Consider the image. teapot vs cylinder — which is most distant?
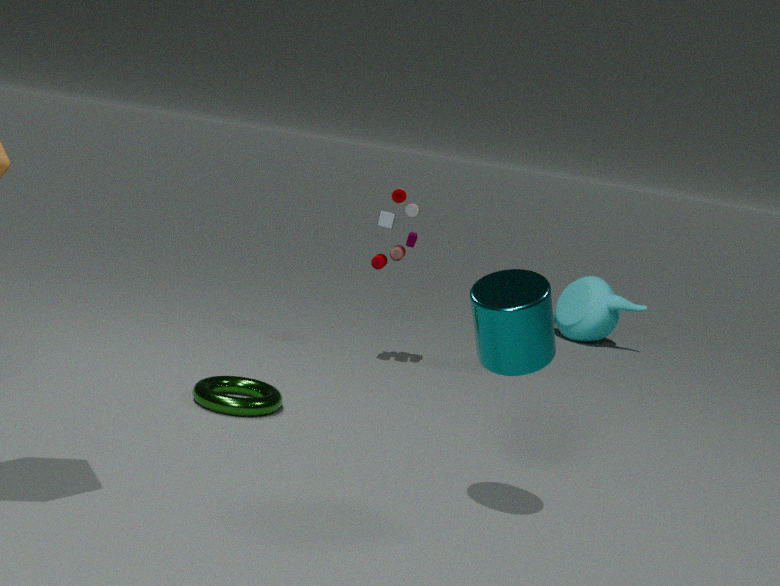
teapot
